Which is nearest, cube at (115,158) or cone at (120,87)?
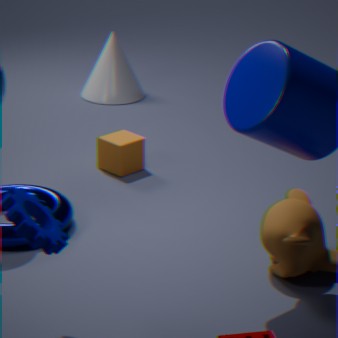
cube at (115,158)
